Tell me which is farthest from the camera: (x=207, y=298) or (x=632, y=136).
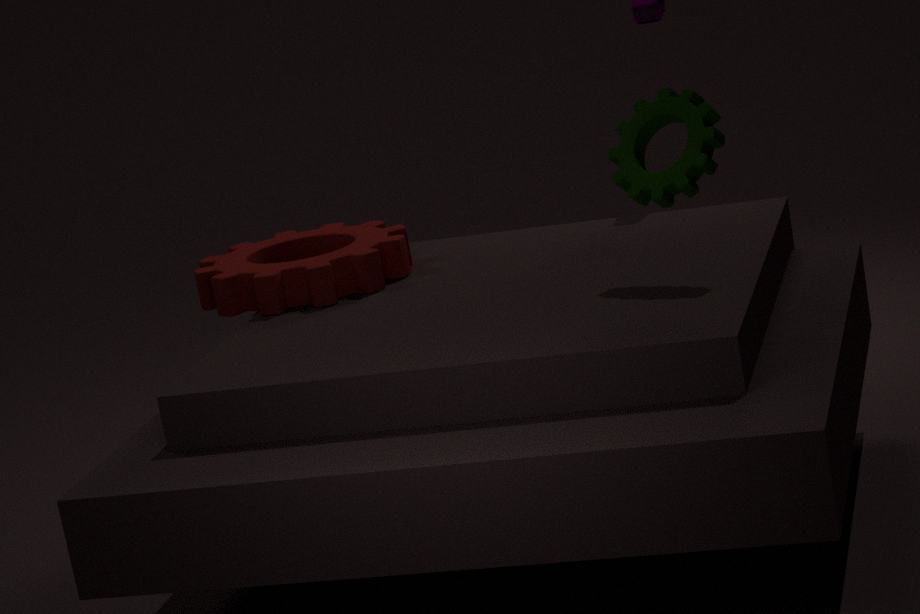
(x=207, y=298)
